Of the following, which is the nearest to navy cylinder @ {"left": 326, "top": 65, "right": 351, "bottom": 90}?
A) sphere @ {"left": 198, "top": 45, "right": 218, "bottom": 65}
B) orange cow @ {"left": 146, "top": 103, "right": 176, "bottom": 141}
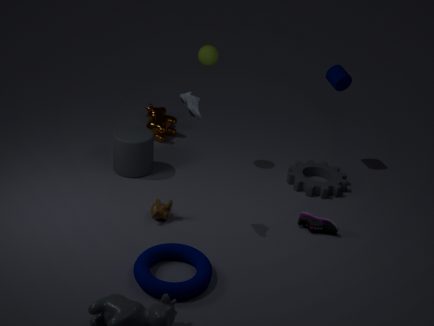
sphere @ {"left": 198, "top": 45, "right": 218, "bottom": 65}
